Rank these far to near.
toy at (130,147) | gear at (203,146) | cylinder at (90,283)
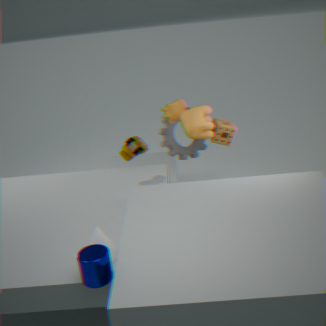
gear at (203,146)
toy at (130,147)
cylinder at (90,283)
